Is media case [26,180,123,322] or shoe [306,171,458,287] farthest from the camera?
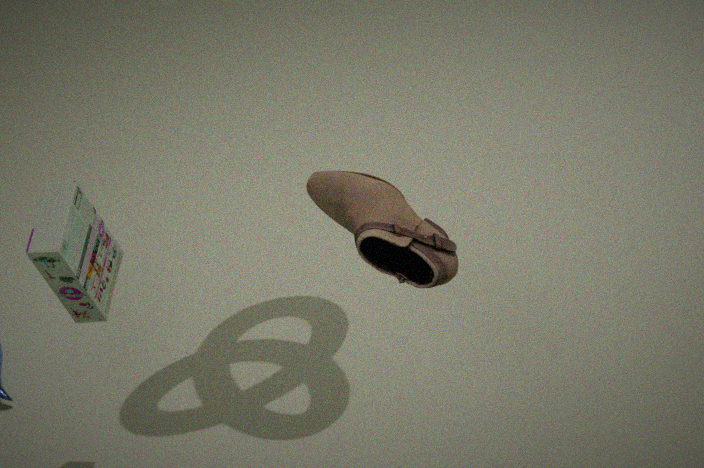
media case [26,180,123,322]
